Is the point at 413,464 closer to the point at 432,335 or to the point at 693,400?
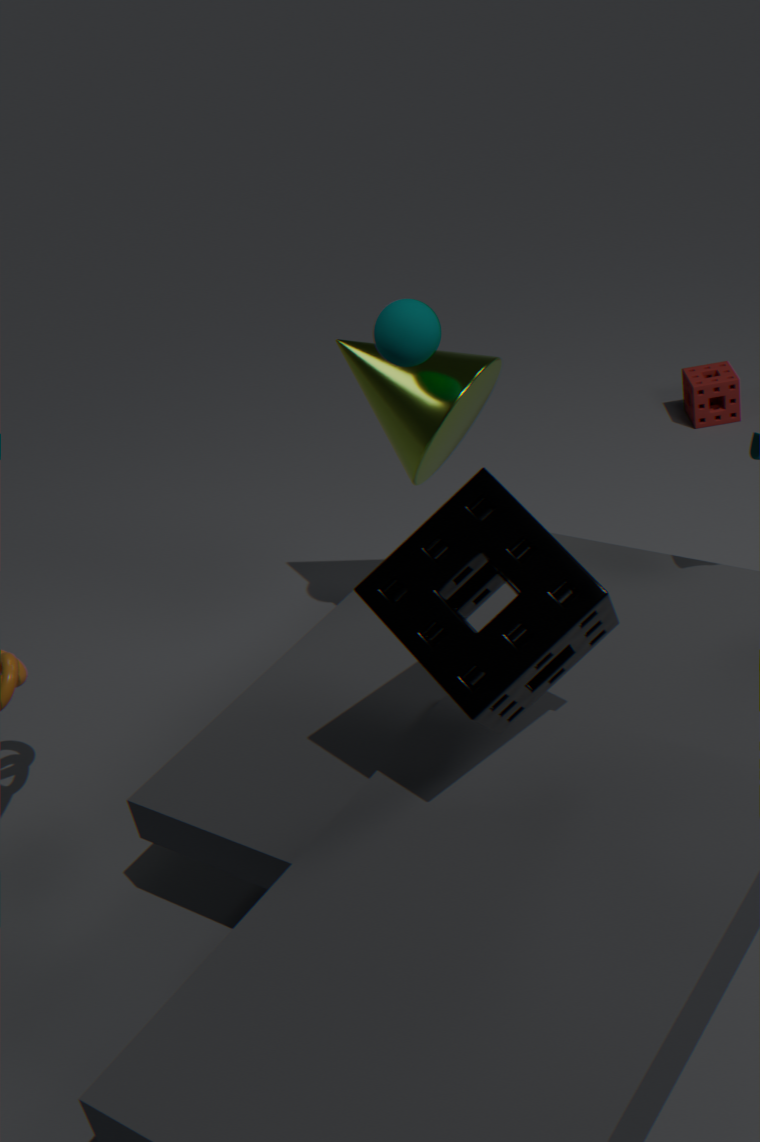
the point at 432,335
